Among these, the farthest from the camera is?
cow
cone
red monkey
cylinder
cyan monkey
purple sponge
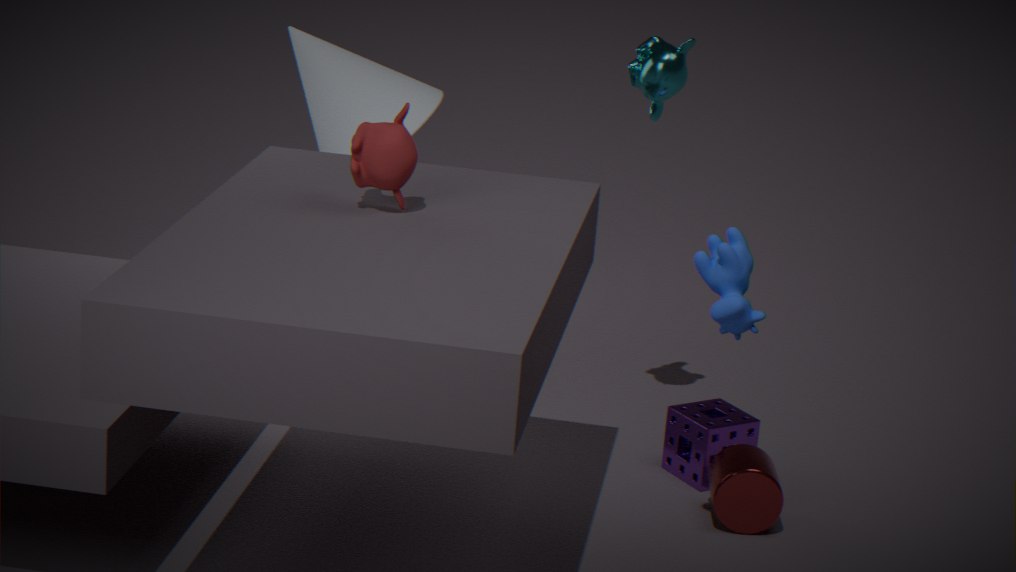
cone
